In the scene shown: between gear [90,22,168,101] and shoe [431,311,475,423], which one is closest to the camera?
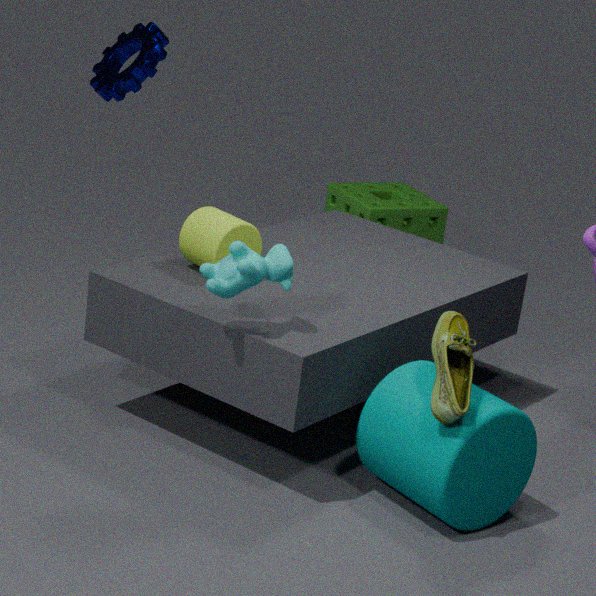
shoe [431,311,475,423]
